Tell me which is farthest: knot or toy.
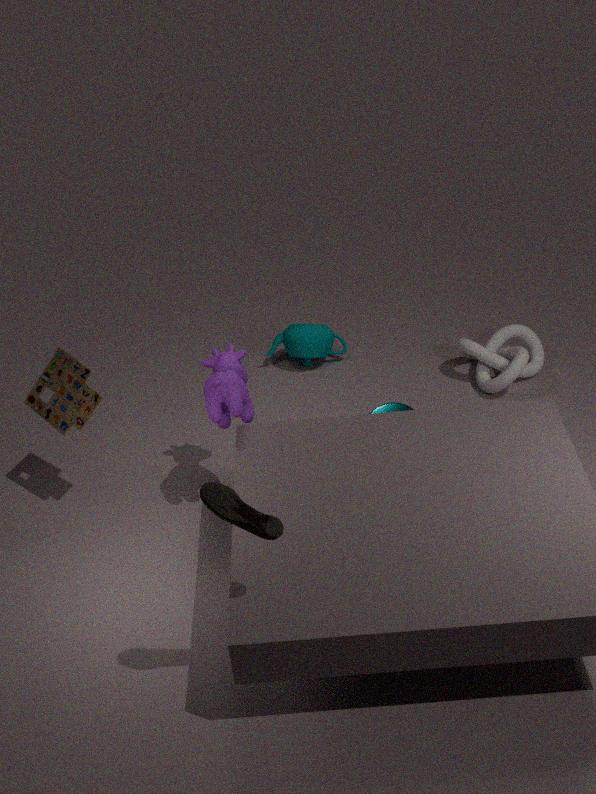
knot
